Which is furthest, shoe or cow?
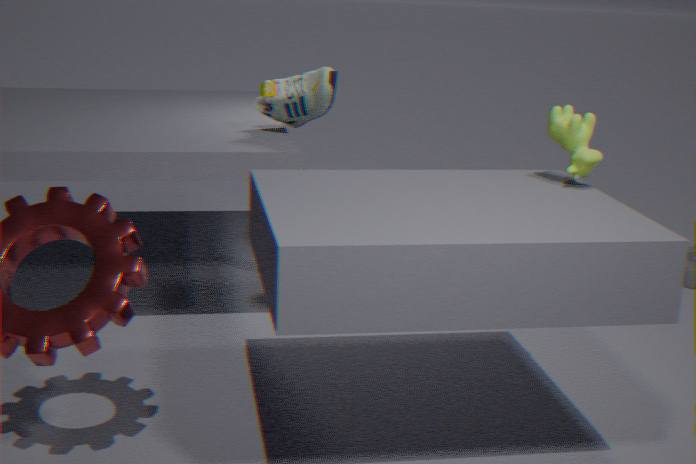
shoe
